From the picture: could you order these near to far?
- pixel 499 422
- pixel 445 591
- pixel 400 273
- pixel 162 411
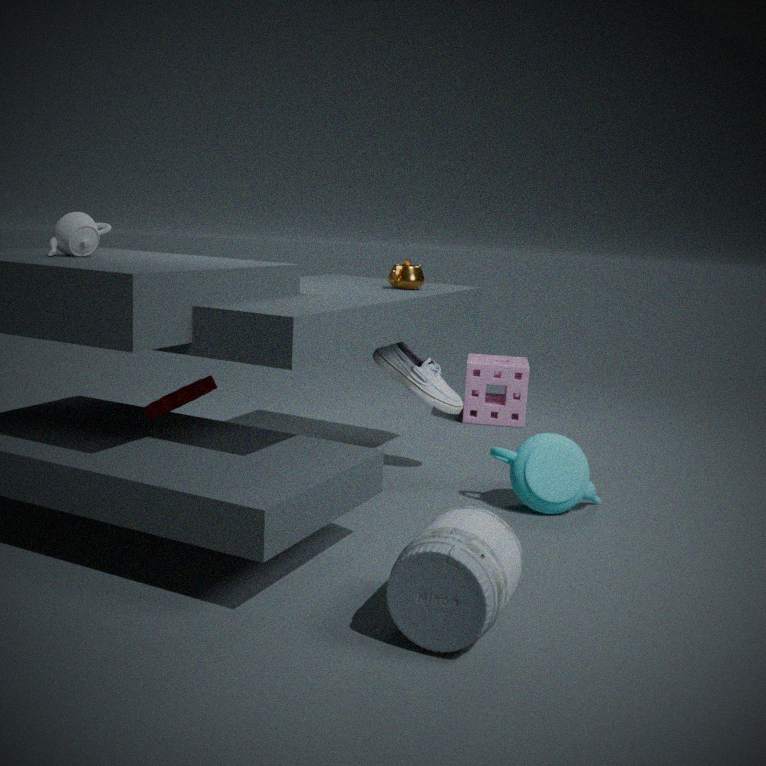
pixel 445 591
pixel 162 411
pixel 400 273
pixel 499 422
